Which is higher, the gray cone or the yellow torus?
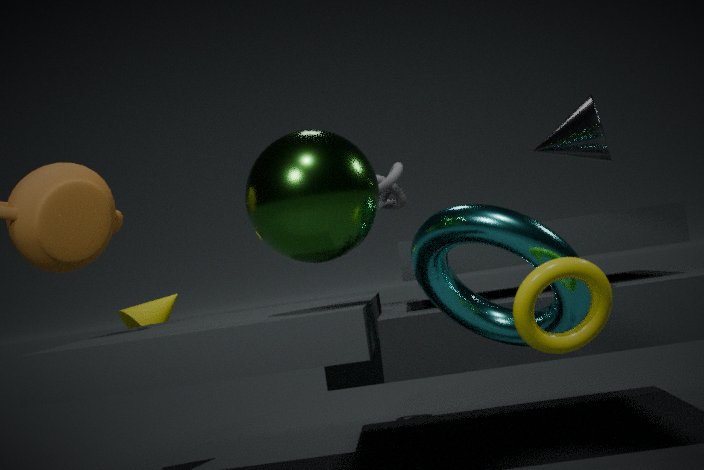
the gray cone
